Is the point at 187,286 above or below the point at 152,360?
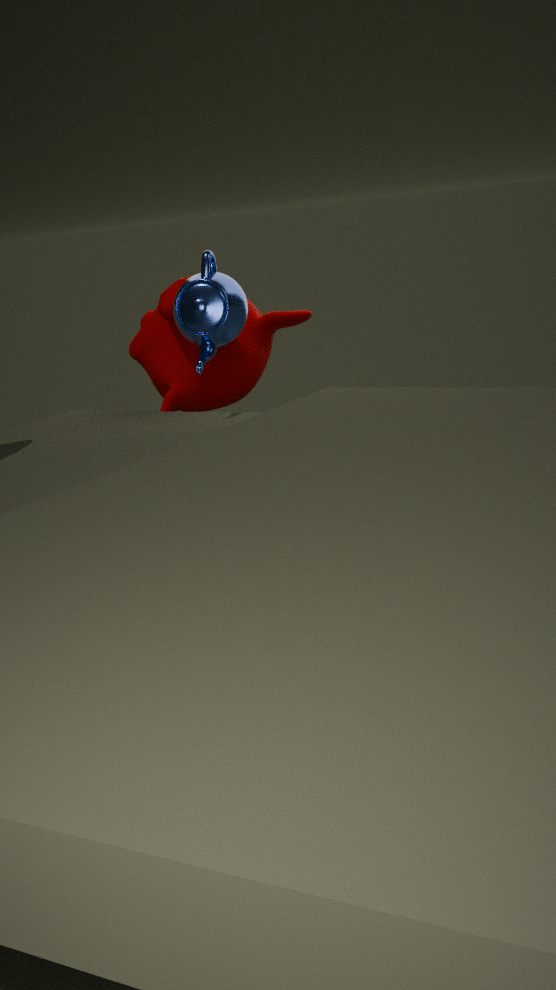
above
